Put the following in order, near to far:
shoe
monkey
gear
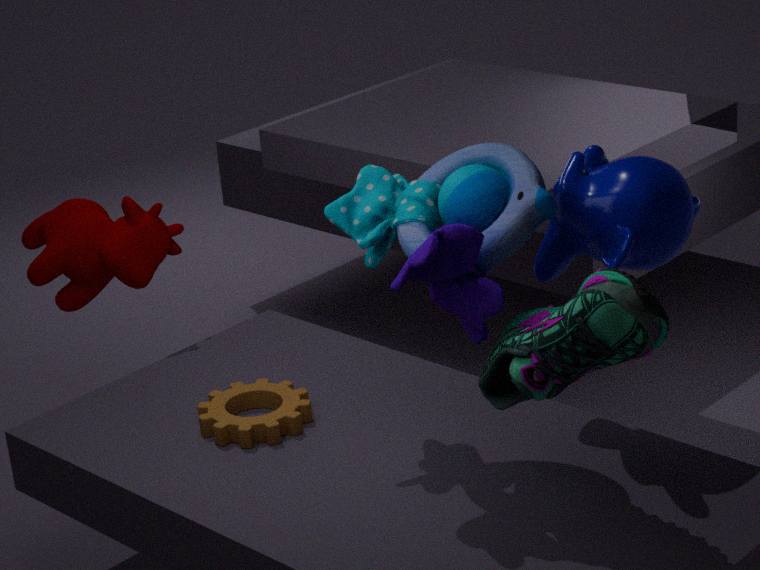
shoe
monkey
gear
